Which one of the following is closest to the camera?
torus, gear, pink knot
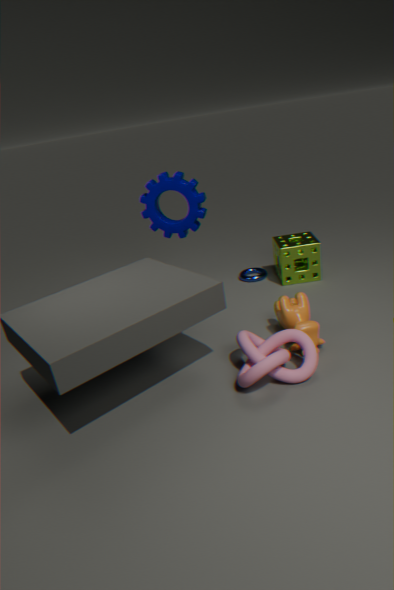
pink knot
